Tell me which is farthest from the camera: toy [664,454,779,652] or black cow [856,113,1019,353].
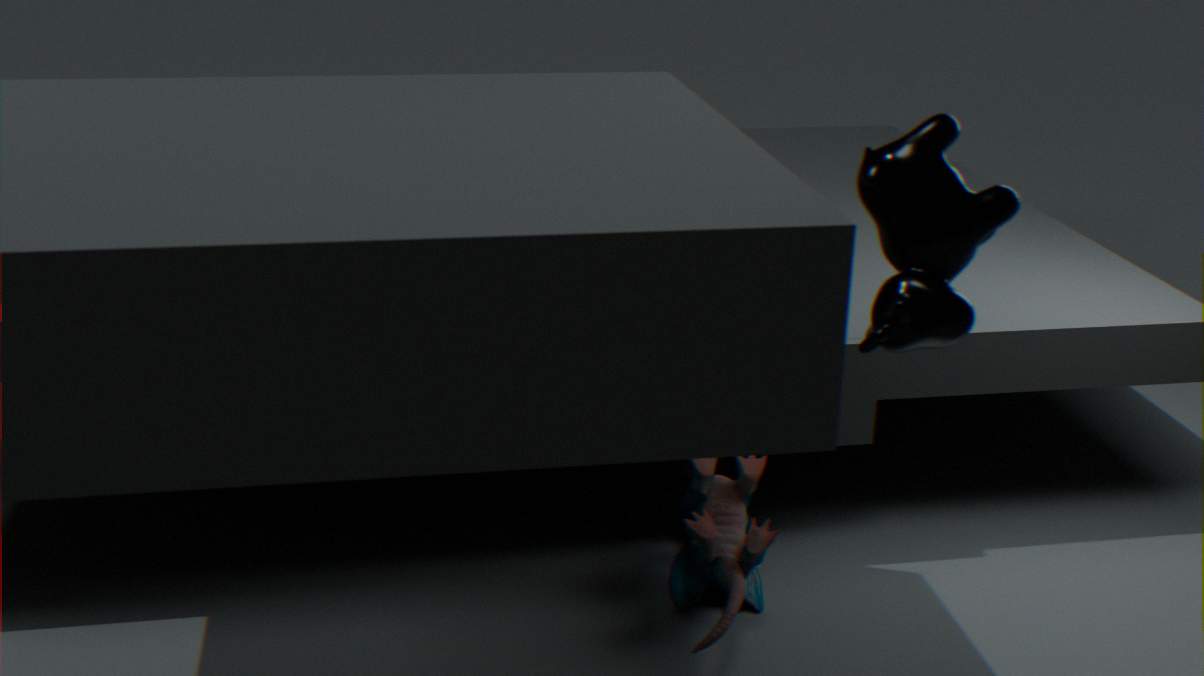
toy [664,454,779,652]
